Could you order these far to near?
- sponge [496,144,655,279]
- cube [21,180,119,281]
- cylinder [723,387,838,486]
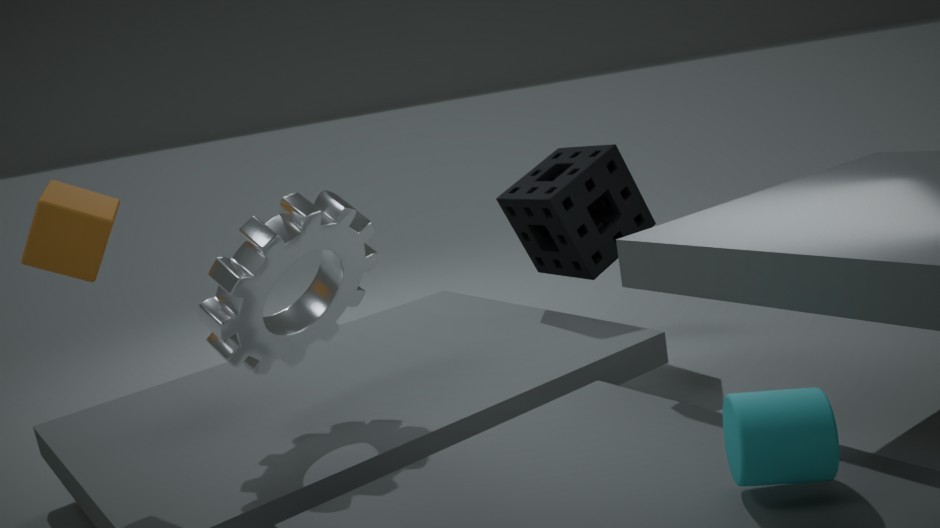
sponge [496,144,655,279] → cube [21,180,119,281] → cylinder [723,387,838,486]
